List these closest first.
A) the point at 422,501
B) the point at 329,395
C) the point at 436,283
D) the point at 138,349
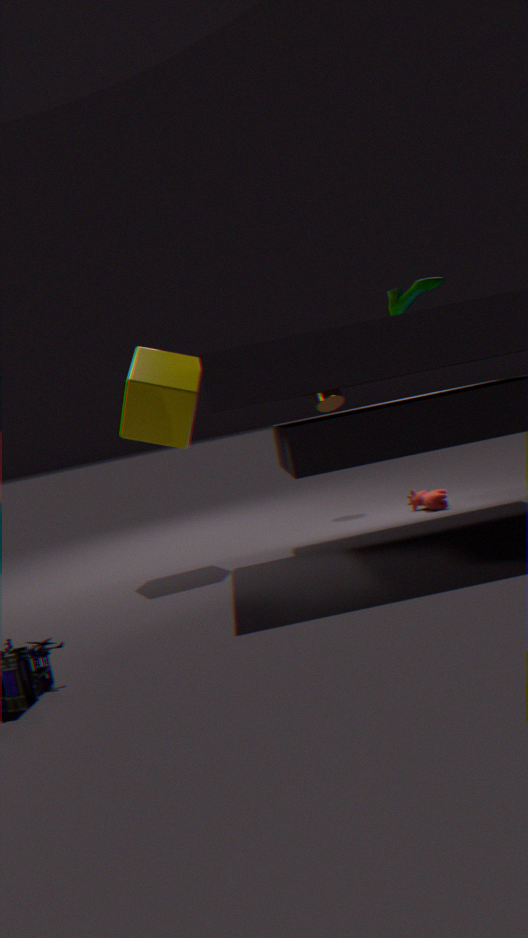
the point at 138,349
the point at 436,283
the point at 422,501
the point at 329,395
